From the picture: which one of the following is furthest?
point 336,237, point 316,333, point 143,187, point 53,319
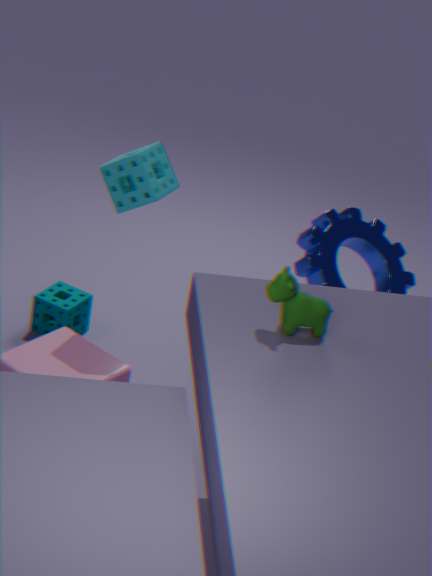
point 53,319
